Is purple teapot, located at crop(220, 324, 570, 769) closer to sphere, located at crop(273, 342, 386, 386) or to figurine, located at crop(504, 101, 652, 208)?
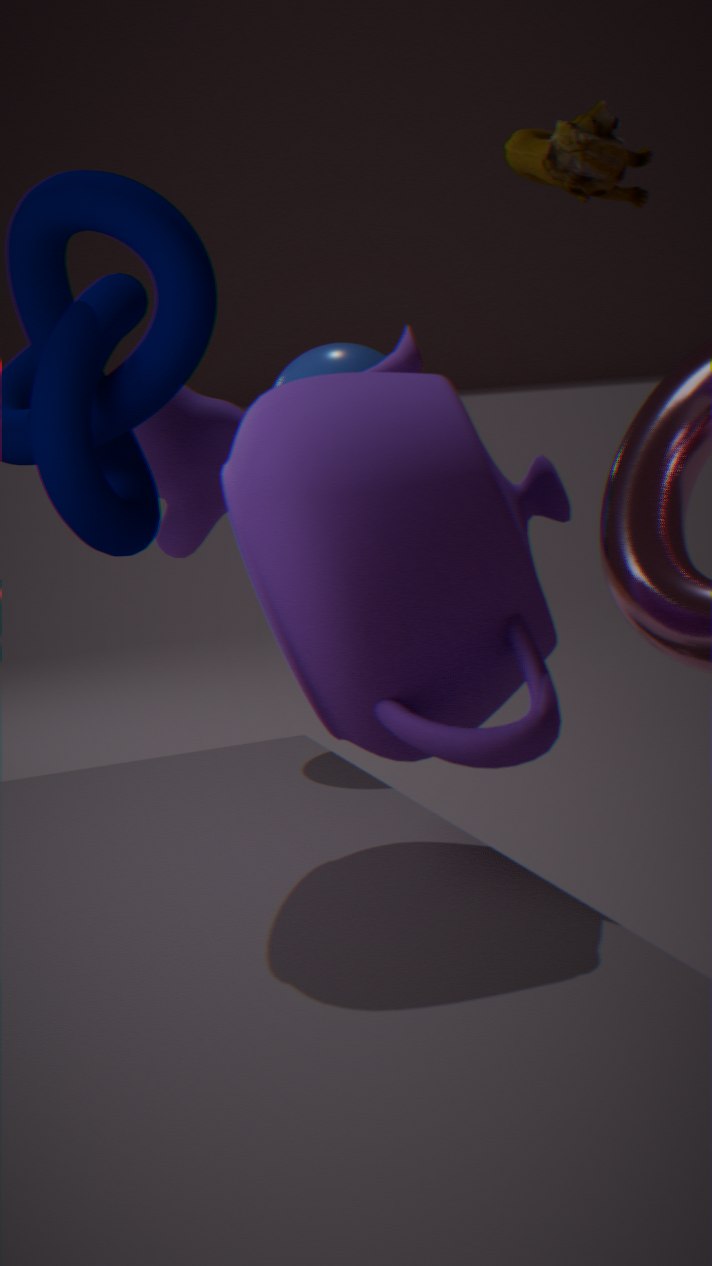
figurine, located at crop(504, 101, 652, 208)
